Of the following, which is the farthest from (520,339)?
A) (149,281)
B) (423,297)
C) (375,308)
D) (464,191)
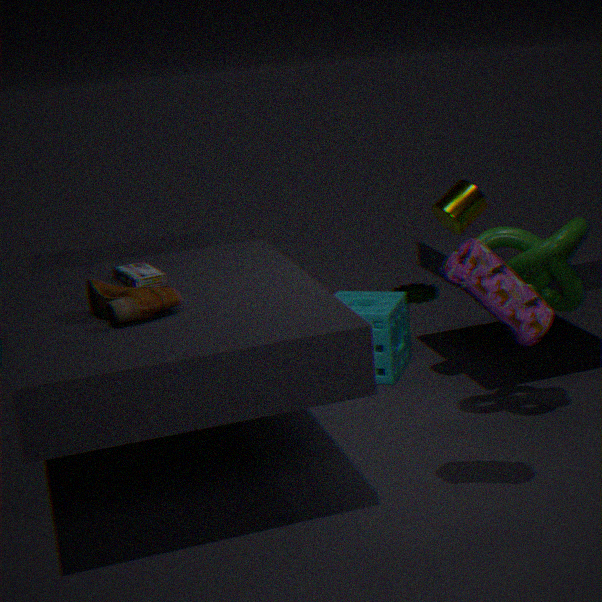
(423,297)
